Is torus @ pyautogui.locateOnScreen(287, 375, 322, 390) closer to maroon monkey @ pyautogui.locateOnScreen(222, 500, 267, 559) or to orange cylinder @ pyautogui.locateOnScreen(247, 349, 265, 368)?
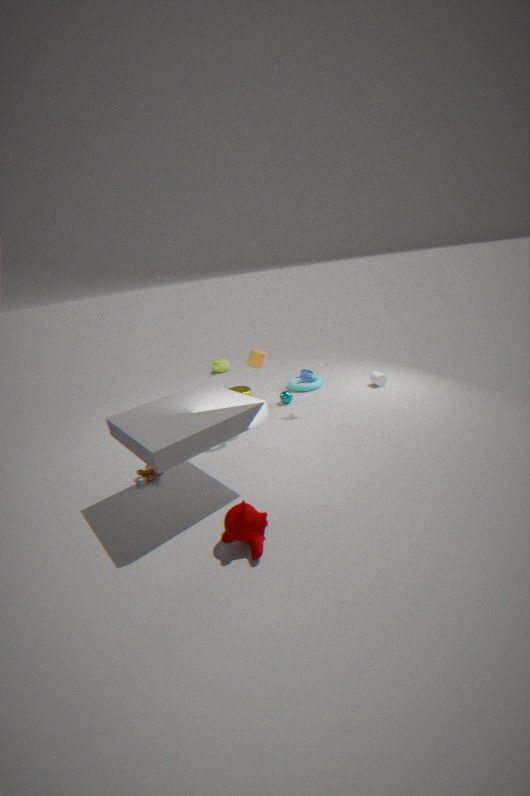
orange cylinder @ pyautogui.locateOnScreen(247, 349, 265, 368)
